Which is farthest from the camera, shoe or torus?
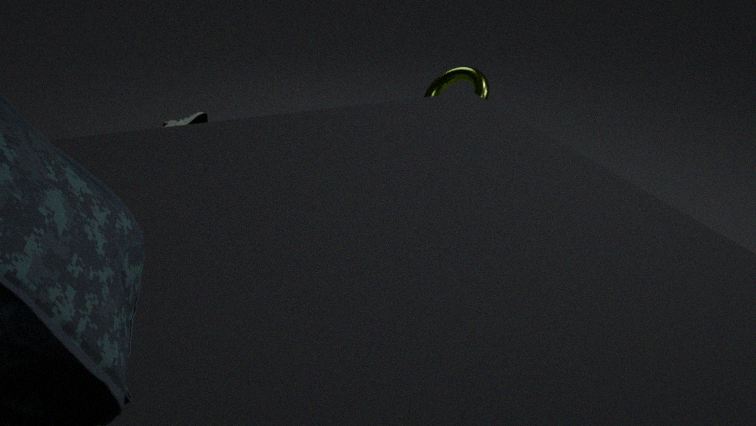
shoe
